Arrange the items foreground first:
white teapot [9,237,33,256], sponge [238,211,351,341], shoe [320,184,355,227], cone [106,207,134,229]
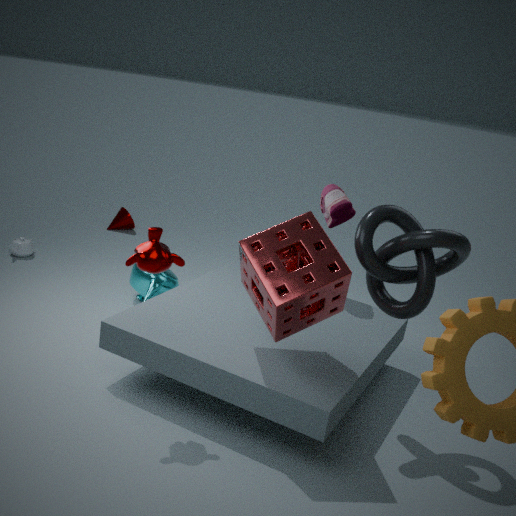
sponge [238,211,351,341] < shoe [320,184,355,227] < white teapot [9,237,33,256] < cone [106,207,134,229]
